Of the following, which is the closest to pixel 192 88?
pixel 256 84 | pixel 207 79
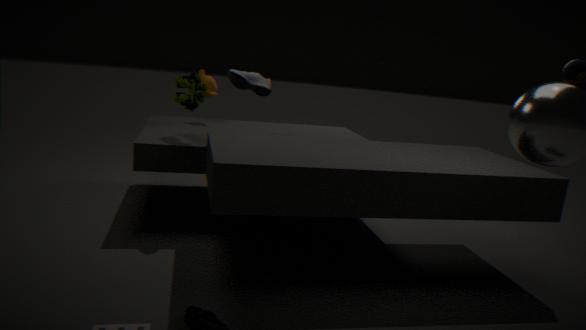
pixel 256 84
